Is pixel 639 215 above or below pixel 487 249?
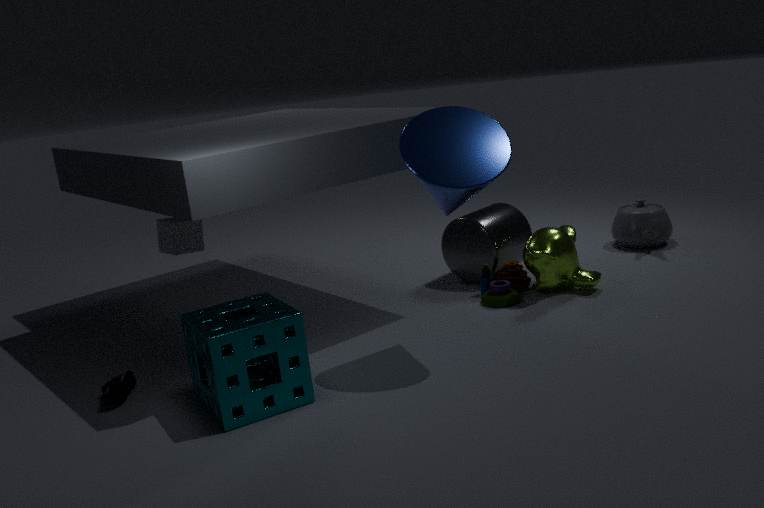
below
